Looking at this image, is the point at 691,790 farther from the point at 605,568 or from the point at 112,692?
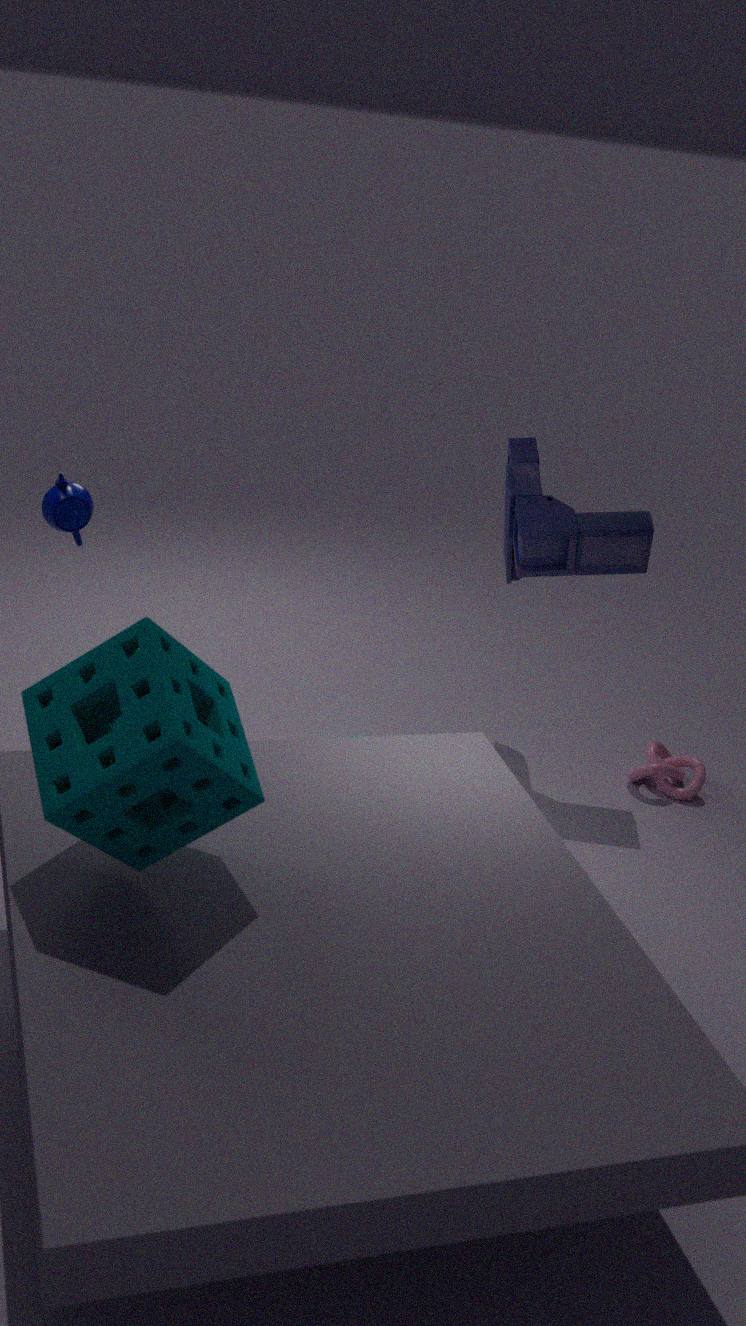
the point at 112,692
